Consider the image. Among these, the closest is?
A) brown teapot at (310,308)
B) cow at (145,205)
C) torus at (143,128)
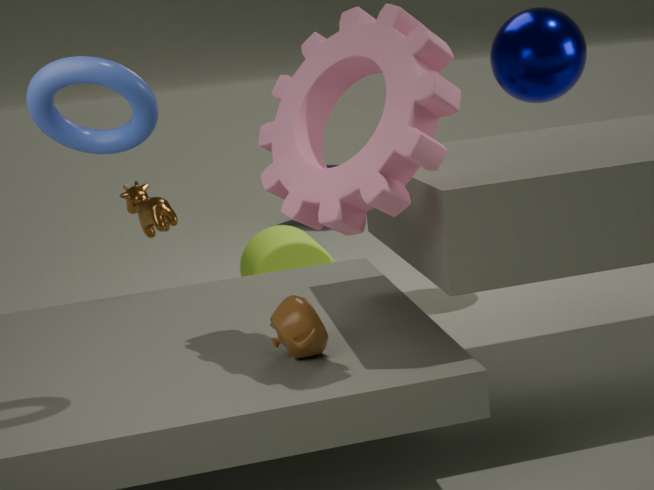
torus at (143,128)
